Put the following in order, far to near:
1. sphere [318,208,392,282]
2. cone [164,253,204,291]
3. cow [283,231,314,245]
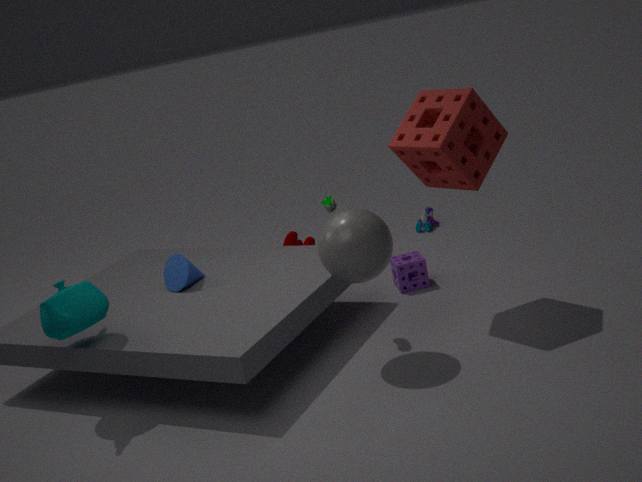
cow [283,231,314,245] < cone [164,253,204,291] < sphere [318,208,392,282]
